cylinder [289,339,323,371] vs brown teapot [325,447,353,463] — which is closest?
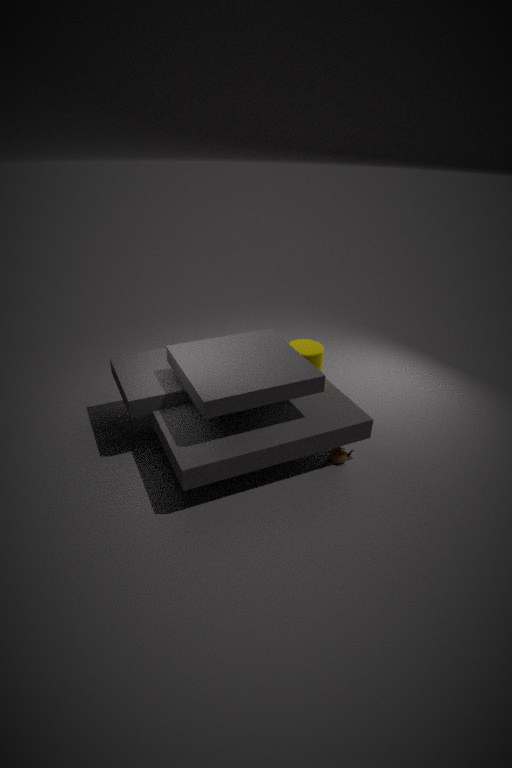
brown teapot [325,447,353,463]
